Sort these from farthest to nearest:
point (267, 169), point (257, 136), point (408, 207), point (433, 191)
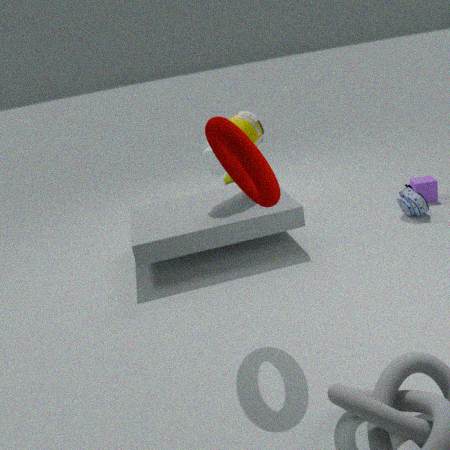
point (433, 191) < point (257, 136) < point (408, 207) < point (267, 169)
